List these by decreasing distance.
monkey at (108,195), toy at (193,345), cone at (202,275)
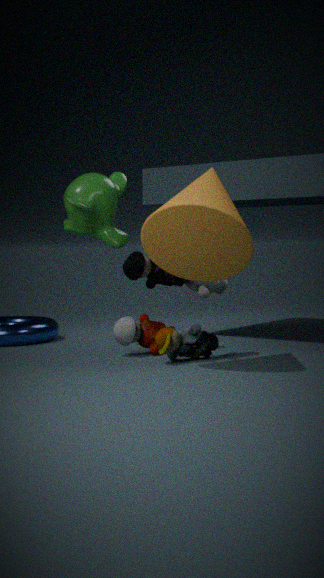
1. monkey at (108,195)
2. toy at (193,345)
3. cone at (202,275)
